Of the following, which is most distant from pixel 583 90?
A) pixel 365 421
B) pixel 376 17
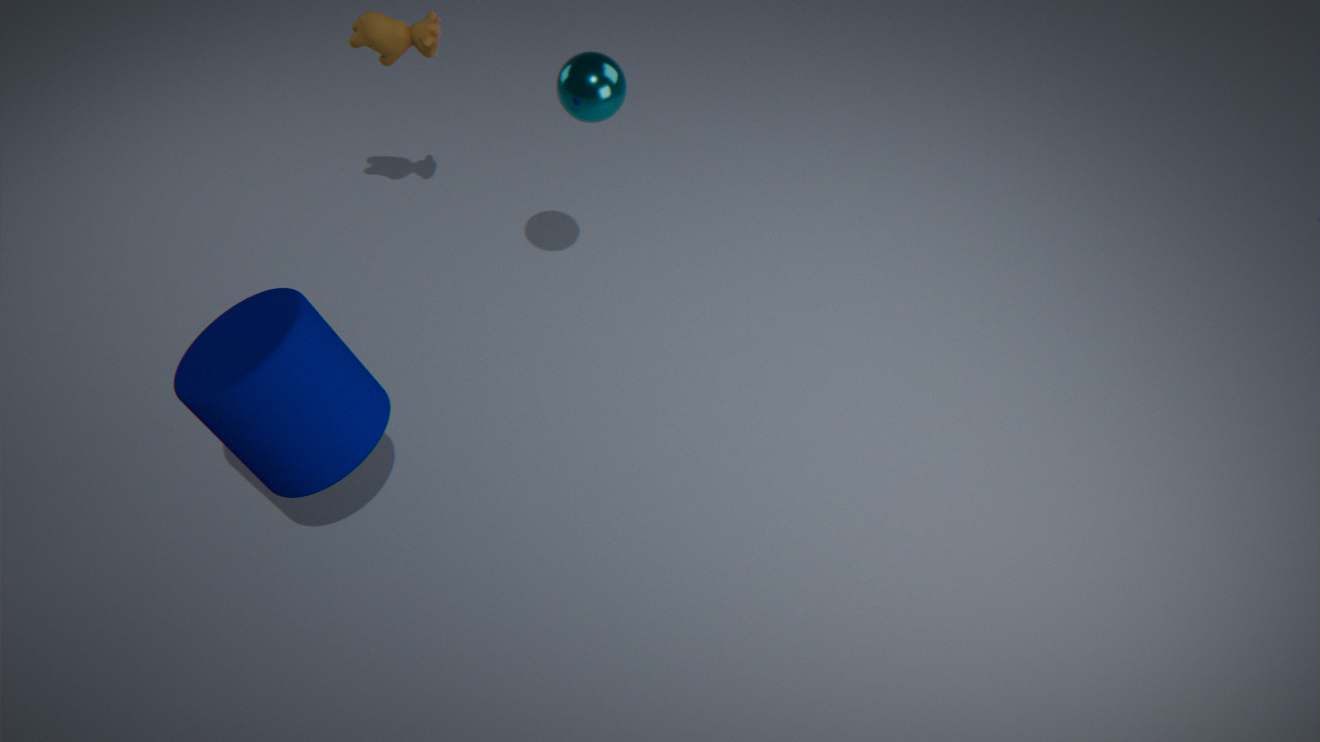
pixel 365 421
